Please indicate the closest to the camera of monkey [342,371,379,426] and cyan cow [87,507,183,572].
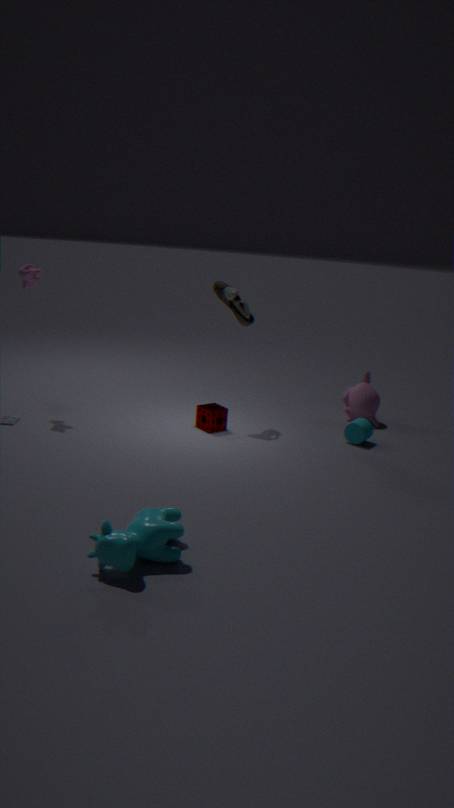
cyan cow [87,507,183,572]
